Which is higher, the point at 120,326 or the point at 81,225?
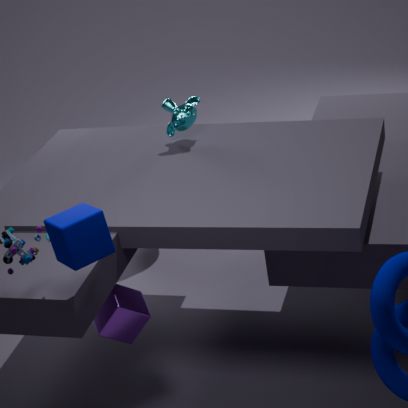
the point at 81,225
